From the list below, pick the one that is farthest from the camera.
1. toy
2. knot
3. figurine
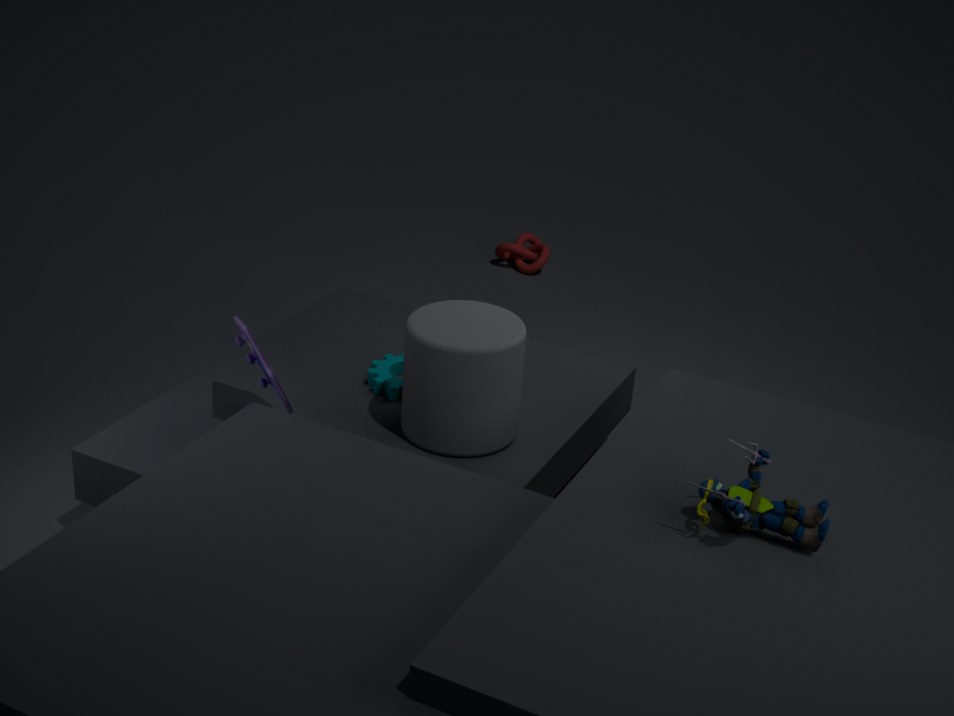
knot
